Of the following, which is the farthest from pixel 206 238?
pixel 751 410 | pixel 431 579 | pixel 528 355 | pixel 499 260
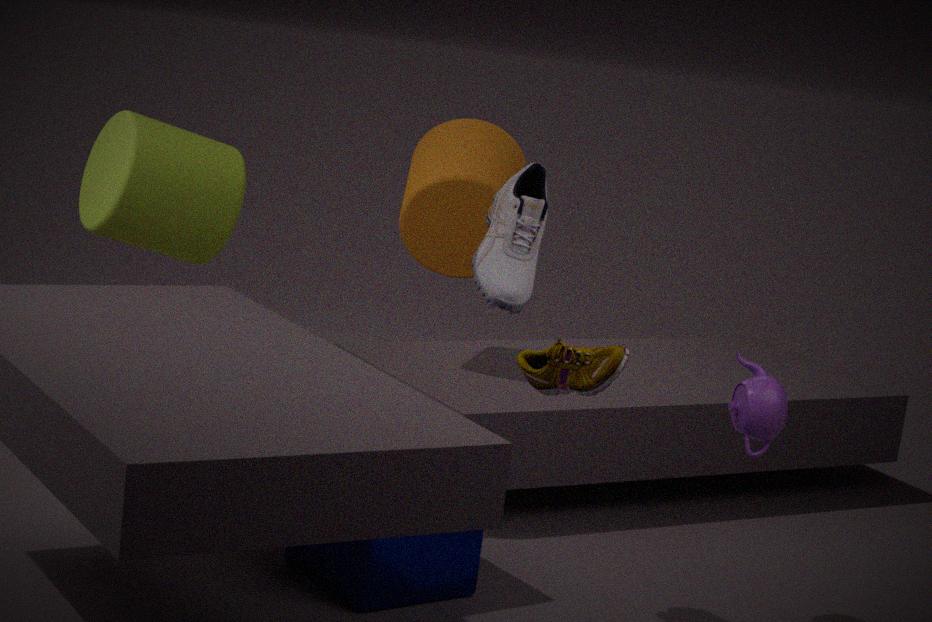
pixel 751 410
